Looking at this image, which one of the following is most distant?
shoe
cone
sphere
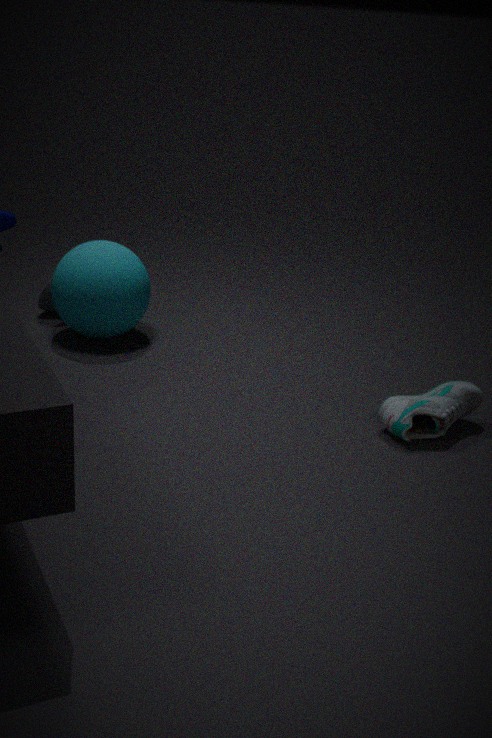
cone
